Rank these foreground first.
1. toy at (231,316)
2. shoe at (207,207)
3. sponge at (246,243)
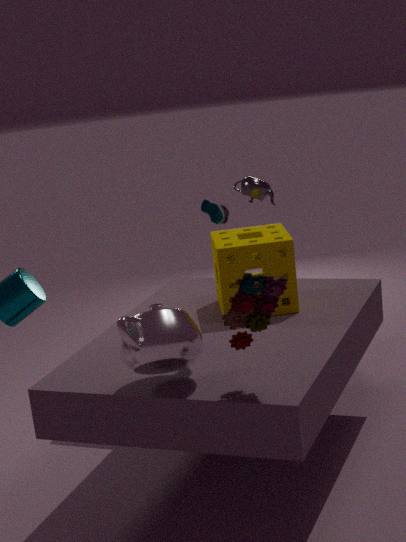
toy at (231,316)
sponge at (246,243)
shoe at (207,207)
